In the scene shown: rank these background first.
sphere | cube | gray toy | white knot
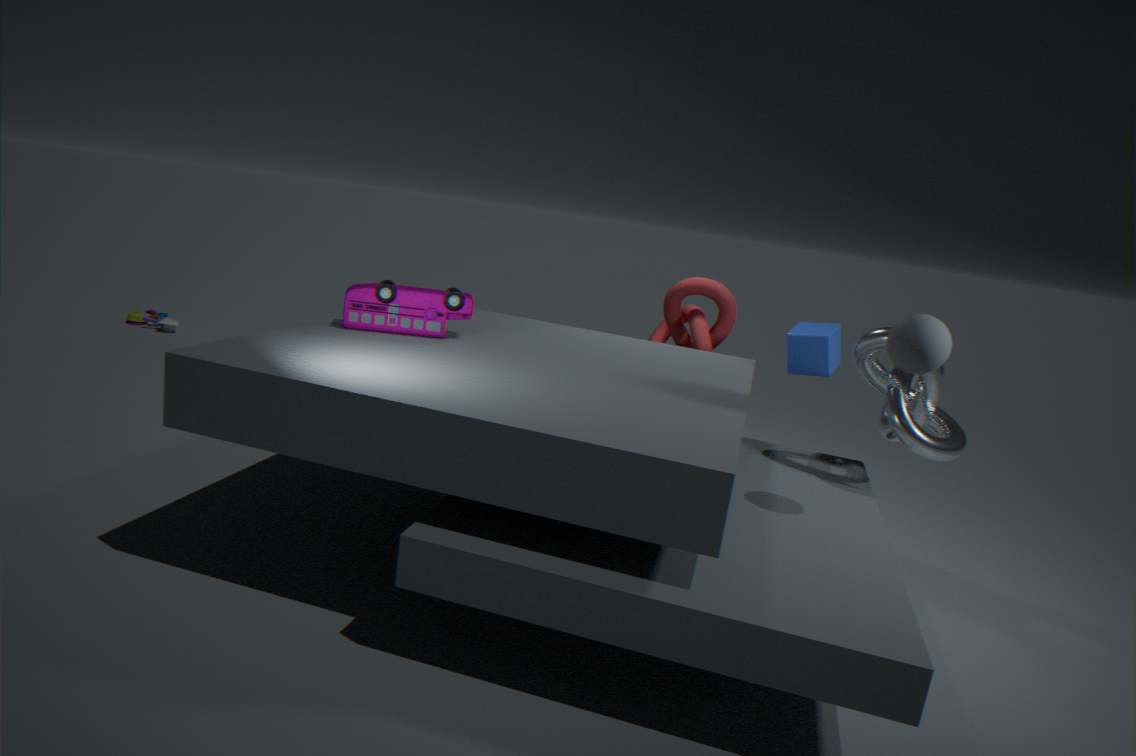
gray toy < cube < white knot < sphere
